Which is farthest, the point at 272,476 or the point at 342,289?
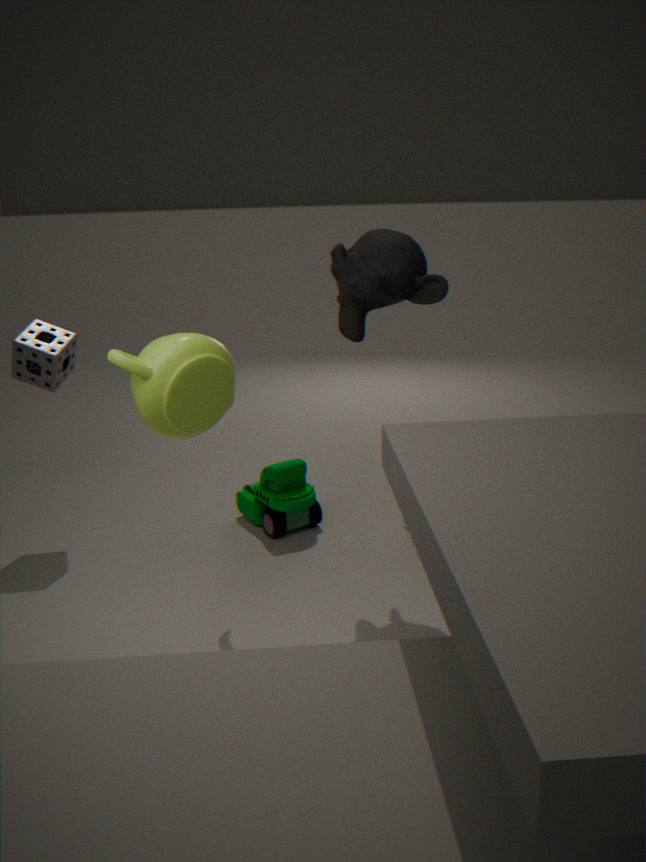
the point at 272,476
